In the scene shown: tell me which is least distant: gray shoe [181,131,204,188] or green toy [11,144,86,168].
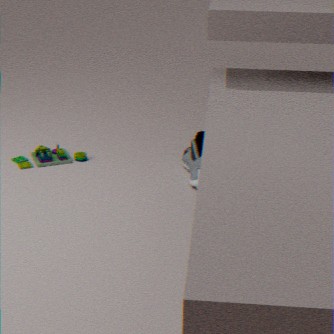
gray shoe [181,131,204,188]
